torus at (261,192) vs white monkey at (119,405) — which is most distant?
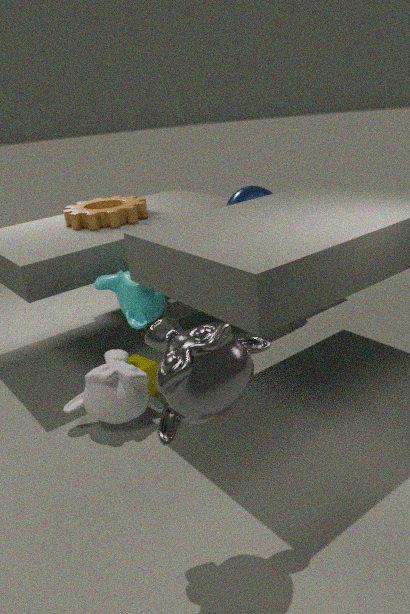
torus at (261,192)
